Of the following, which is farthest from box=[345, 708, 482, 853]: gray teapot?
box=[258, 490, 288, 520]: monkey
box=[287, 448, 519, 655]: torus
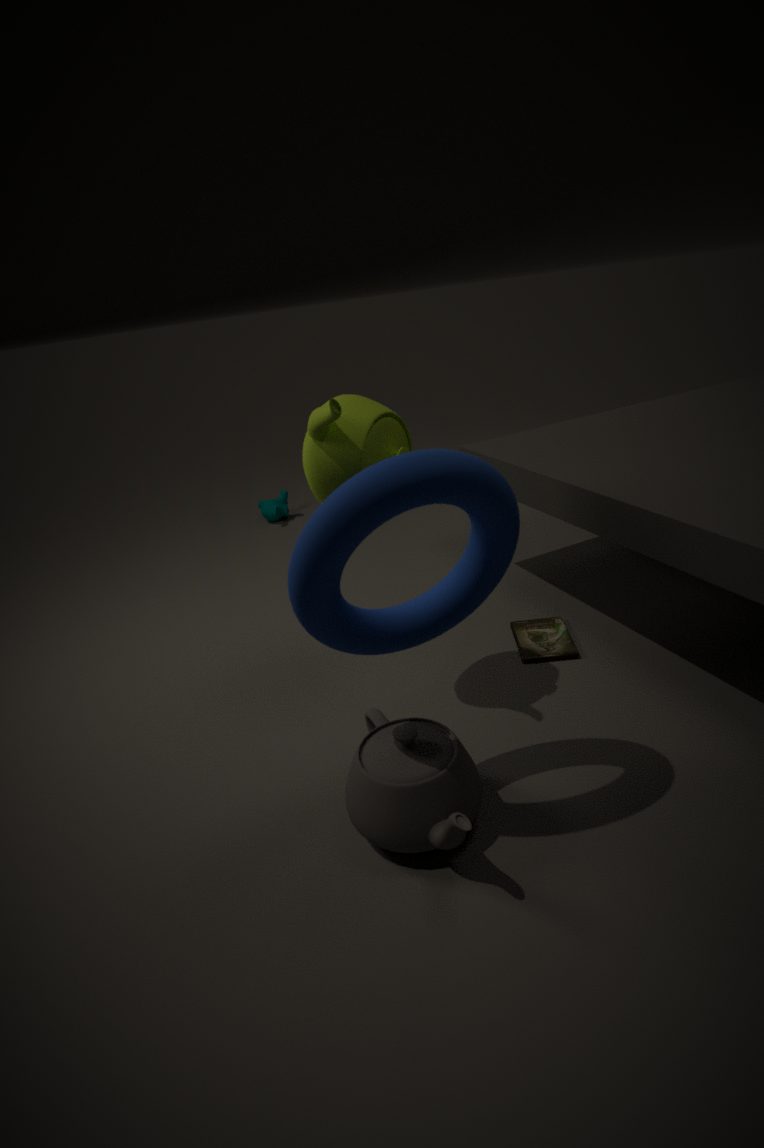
box=[258, 490, 288, 520]: monkey
